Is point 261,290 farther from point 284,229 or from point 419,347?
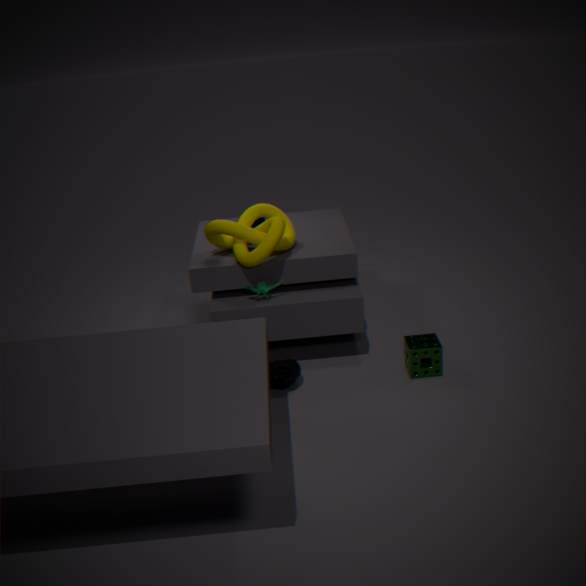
point 419,347
